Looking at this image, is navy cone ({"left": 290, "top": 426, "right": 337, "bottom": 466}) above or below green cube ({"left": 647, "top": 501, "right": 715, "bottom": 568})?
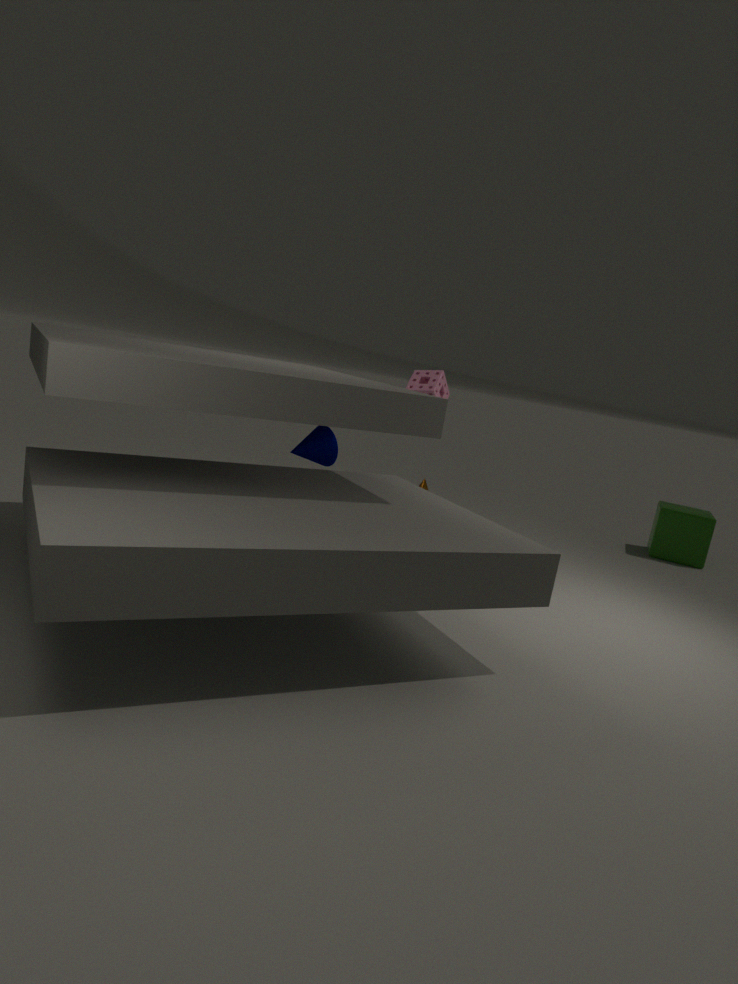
above
